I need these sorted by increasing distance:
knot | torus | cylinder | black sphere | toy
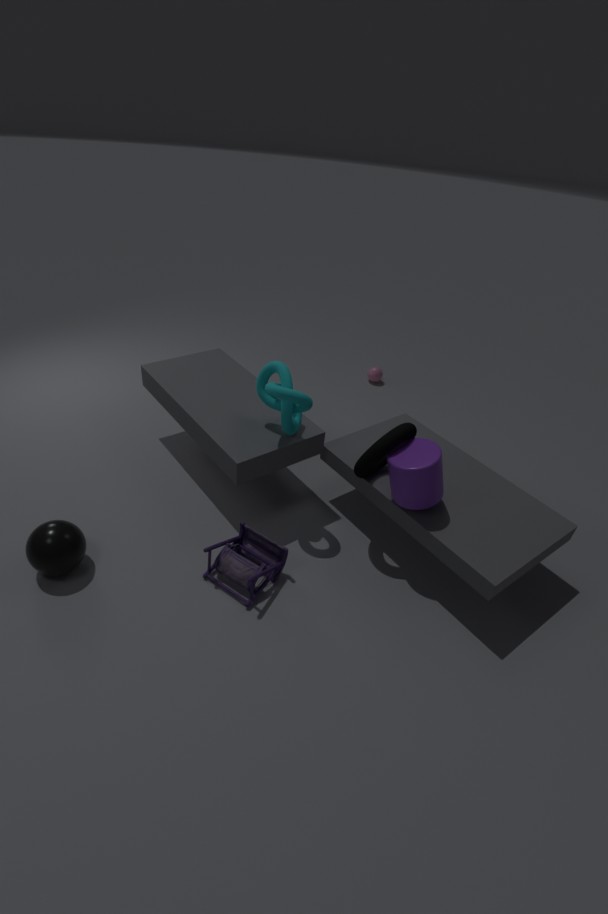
black sphere
cylinder
torus
toy
knot
